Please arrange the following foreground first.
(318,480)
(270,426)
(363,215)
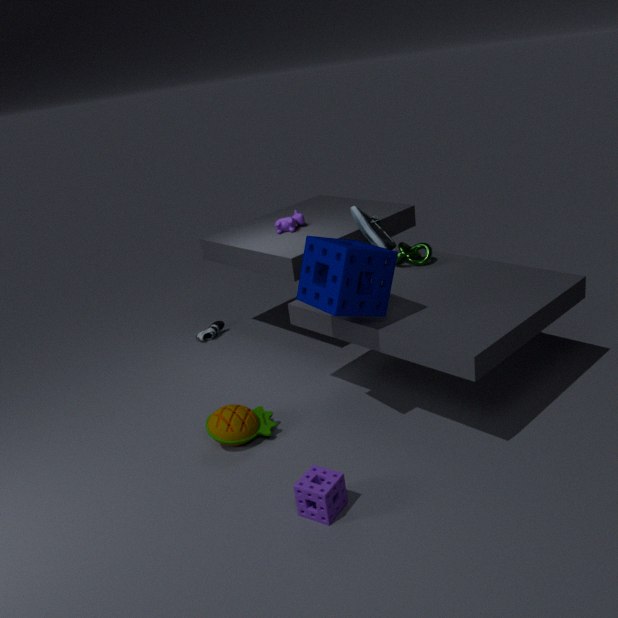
1. (318,480)
2. (270,426)
3. (363,215)
